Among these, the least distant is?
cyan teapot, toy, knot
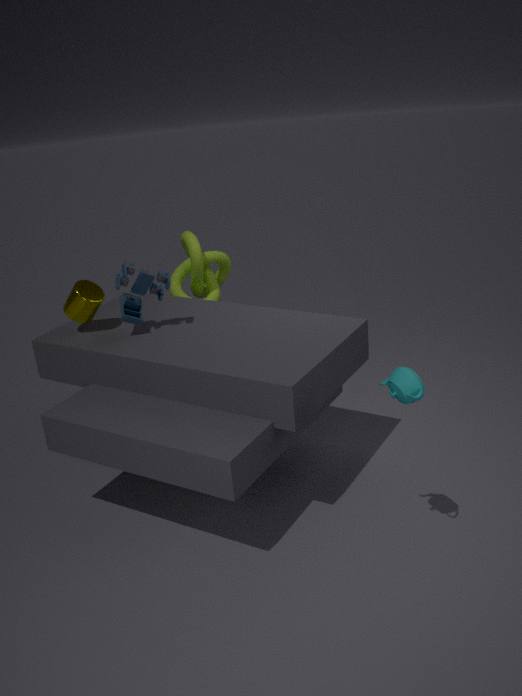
cyan teapot
